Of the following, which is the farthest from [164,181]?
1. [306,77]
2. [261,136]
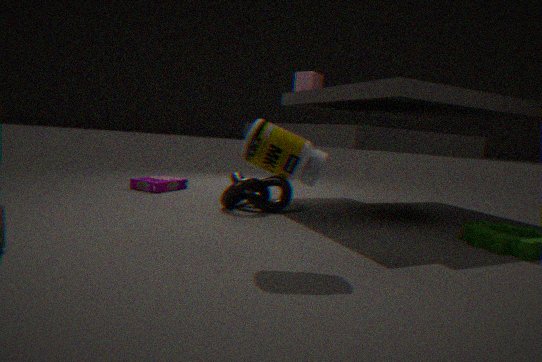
[261,136]
